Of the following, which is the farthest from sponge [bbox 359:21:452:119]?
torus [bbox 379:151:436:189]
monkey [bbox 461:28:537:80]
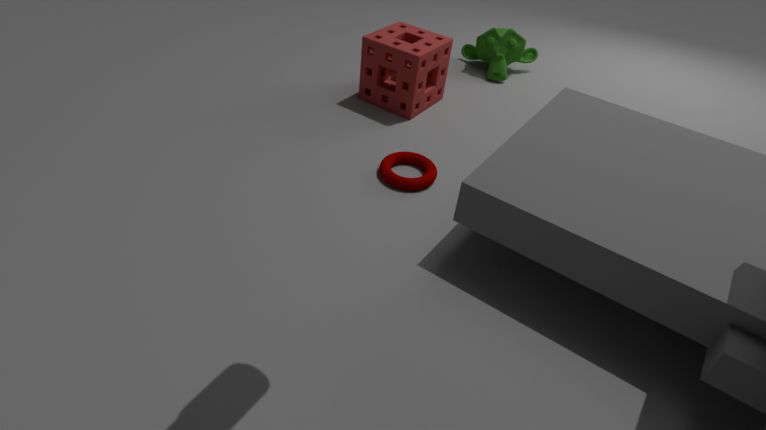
monkey [bbox 461:28:537:80]
